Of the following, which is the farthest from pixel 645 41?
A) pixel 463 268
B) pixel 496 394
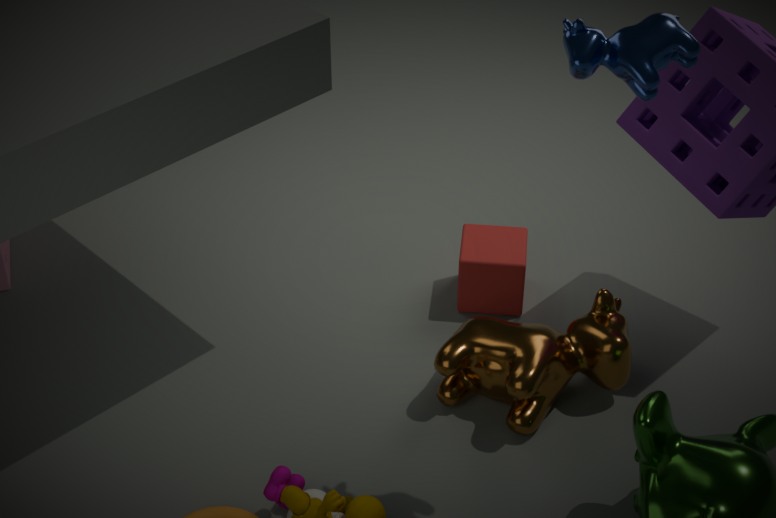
pixel 463 268
